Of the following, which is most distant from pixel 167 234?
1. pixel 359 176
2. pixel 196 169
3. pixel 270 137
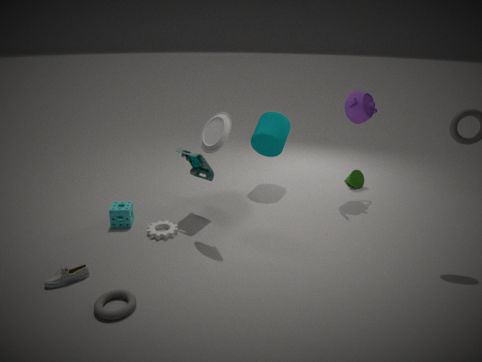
pixel 359 176
